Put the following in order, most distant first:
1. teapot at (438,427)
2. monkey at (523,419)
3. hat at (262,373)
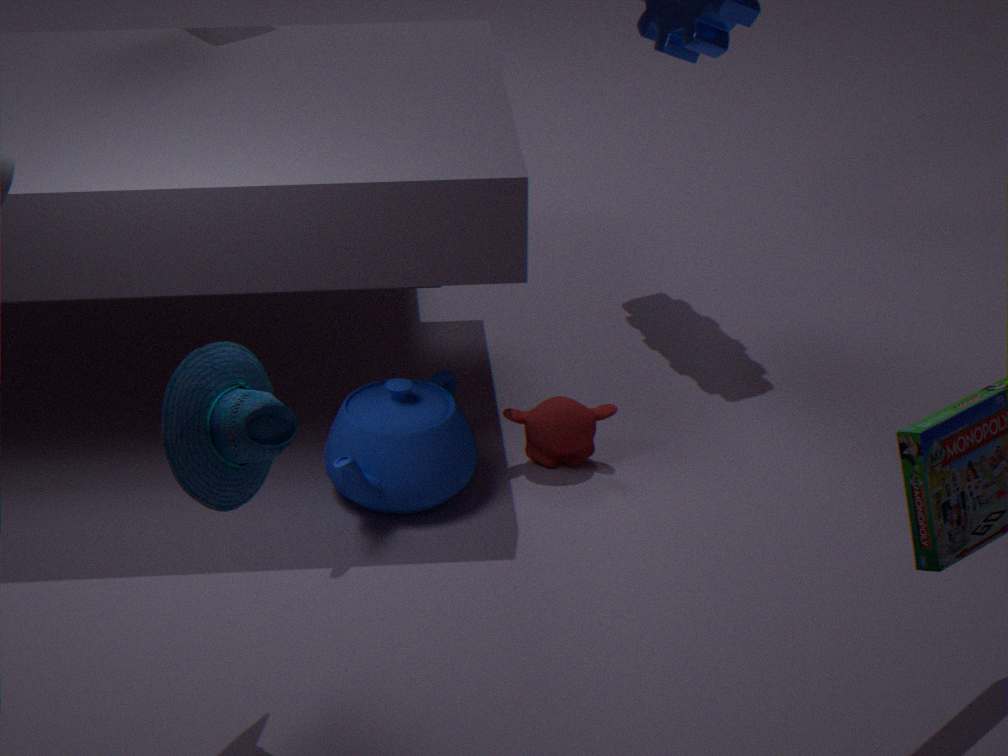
1. monkey at (523,419)
2. teapot at (438,427)
3. hat at (262,373)
